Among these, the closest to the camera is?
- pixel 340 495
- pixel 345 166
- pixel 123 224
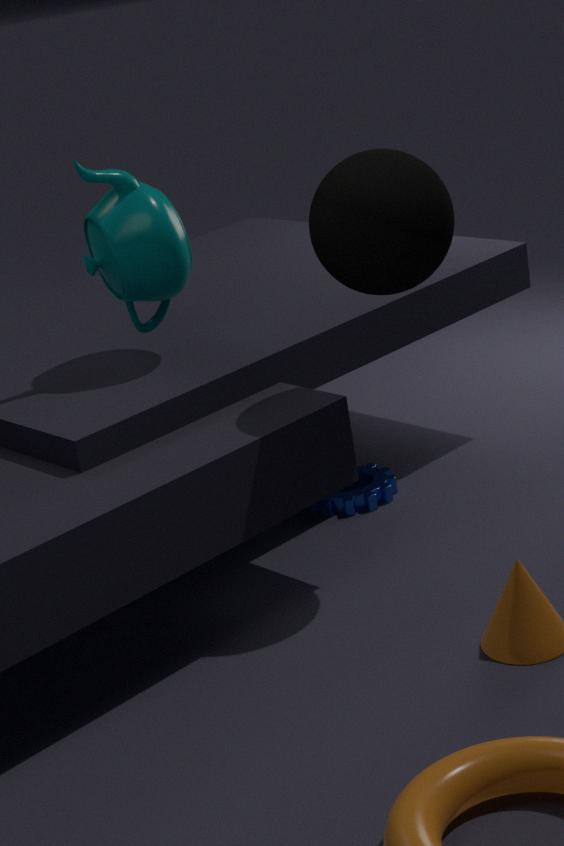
pixel 345 166
